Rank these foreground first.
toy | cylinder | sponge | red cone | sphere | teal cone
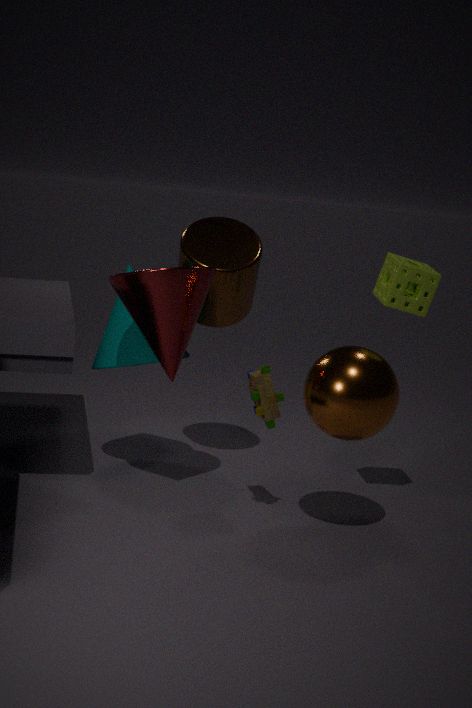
sphere < red cone < toy < sponge < teal cone < cylinder
